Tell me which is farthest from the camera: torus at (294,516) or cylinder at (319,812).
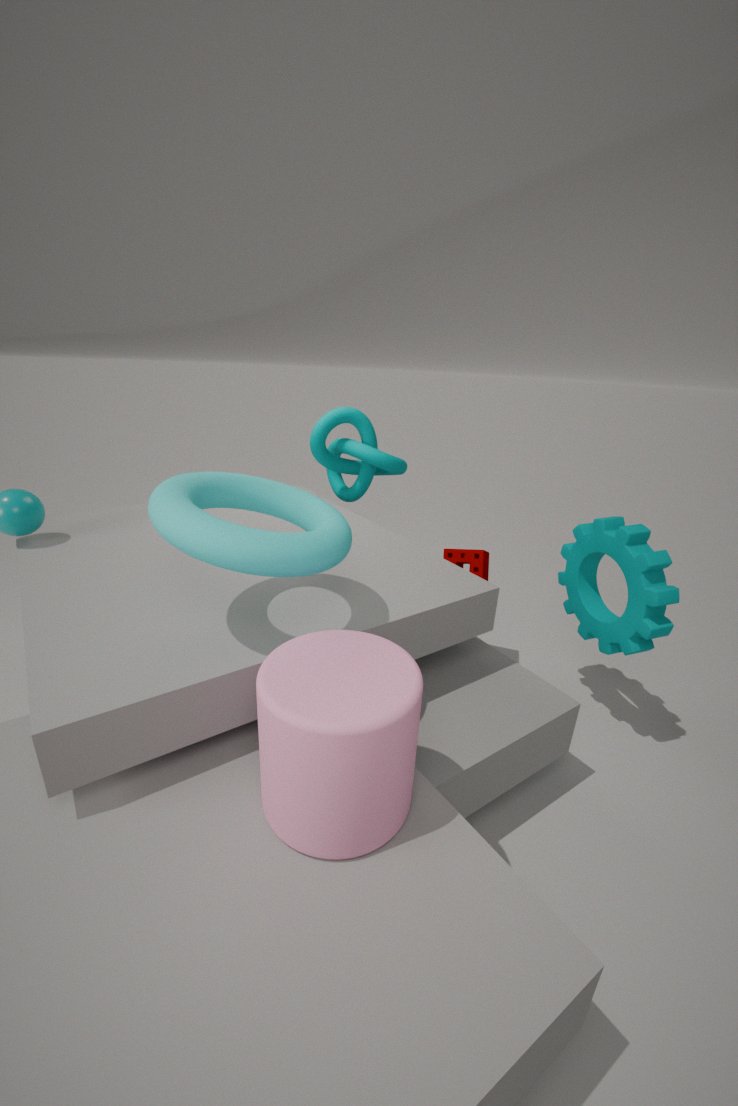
torus at (294,516)
